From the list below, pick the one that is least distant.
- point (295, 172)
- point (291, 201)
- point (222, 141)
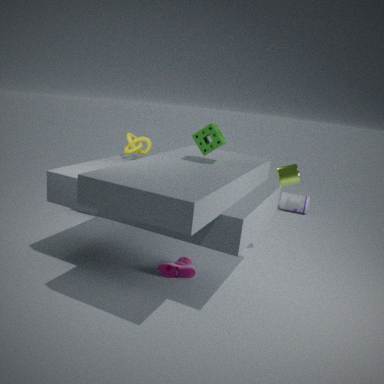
point (222, 141)
